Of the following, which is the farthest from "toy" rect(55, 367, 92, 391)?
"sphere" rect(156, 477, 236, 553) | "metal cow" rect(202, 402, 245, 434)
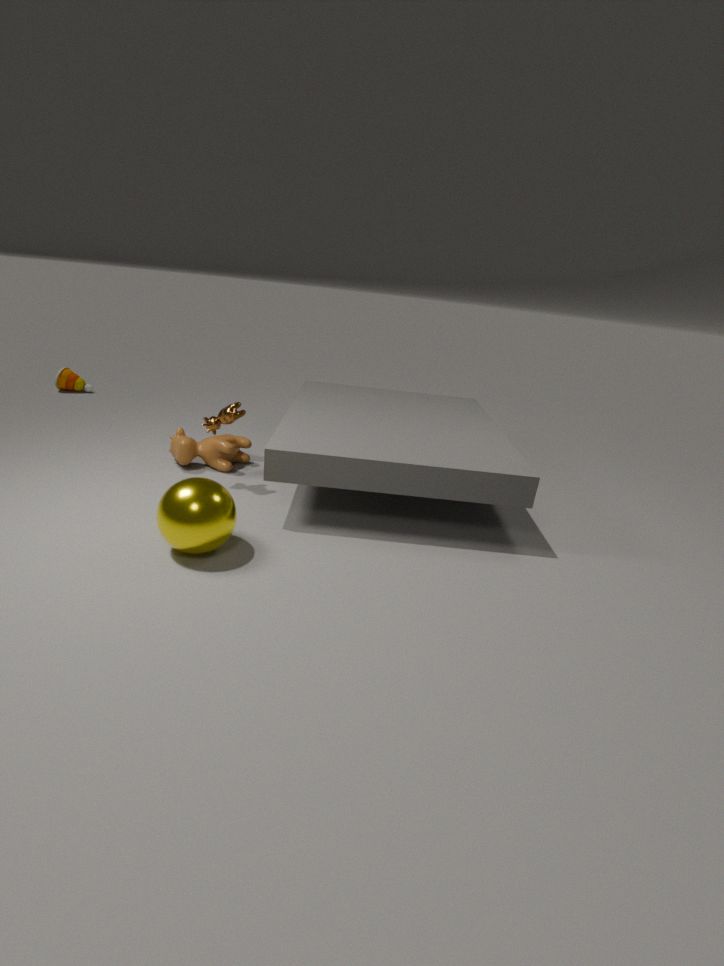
"sphere" rect(156, 477, 236, 553)
